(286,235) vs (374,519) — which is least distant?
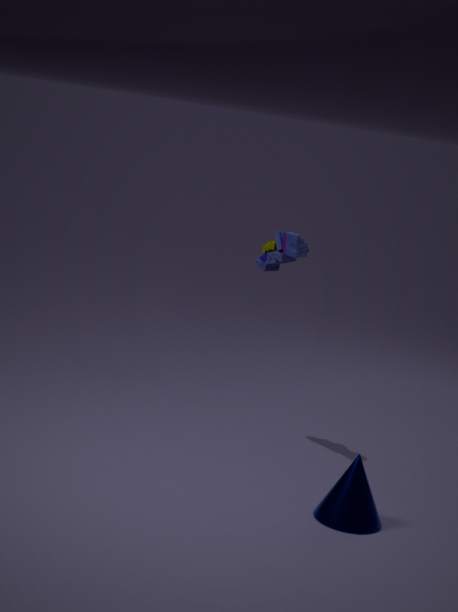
(374,519)
